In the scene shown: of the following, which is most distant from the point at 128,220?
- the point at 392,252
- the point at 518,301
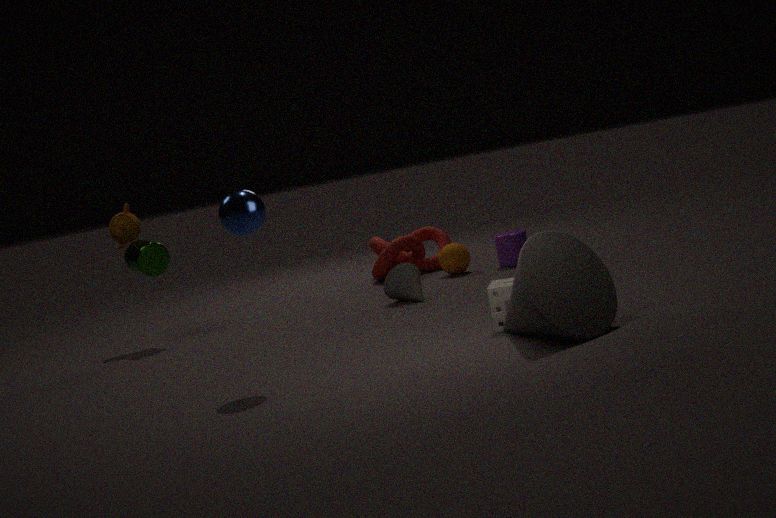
the point at 518,301
